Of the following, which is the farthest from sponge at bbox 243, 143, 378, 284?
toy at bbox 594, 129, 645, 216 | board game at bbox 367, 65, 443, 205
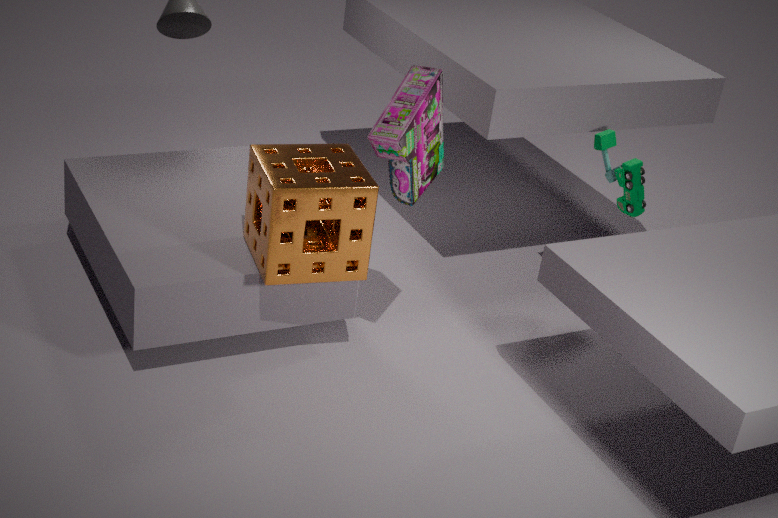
toy at bbox 594, 129, 645, 216
